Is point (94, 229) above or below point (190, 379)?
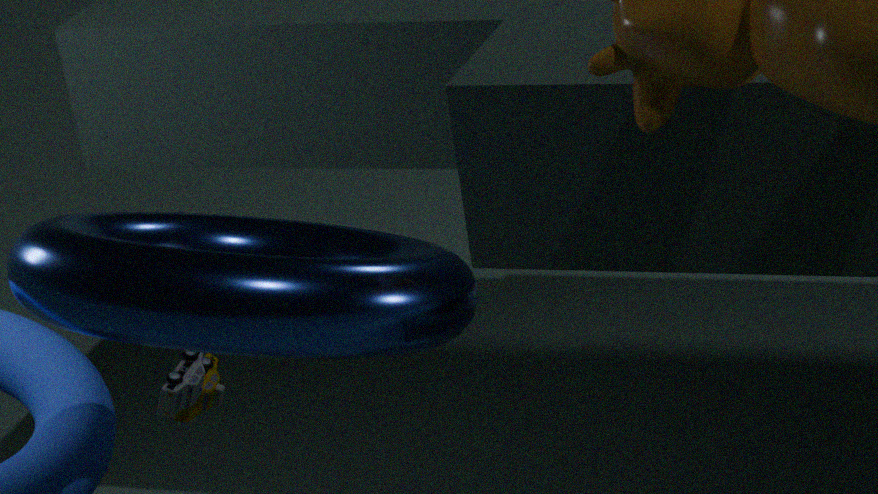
above
